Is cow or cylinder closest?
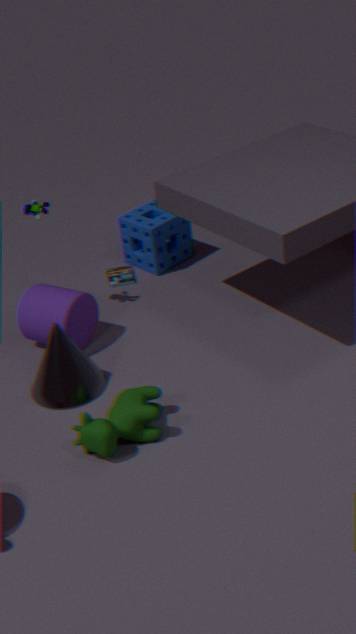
cow
